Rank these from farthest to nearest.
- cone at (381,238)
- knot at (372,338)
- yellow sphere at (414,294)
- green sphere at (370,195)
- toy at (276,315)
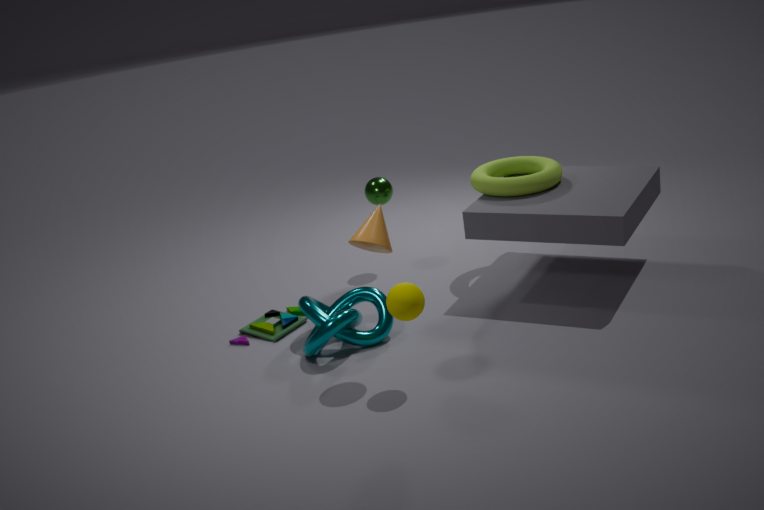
green sphere at (370,195), toy at (276,315), knot at (372,338), cone at (381,238), yellow sphere at (414,294)
